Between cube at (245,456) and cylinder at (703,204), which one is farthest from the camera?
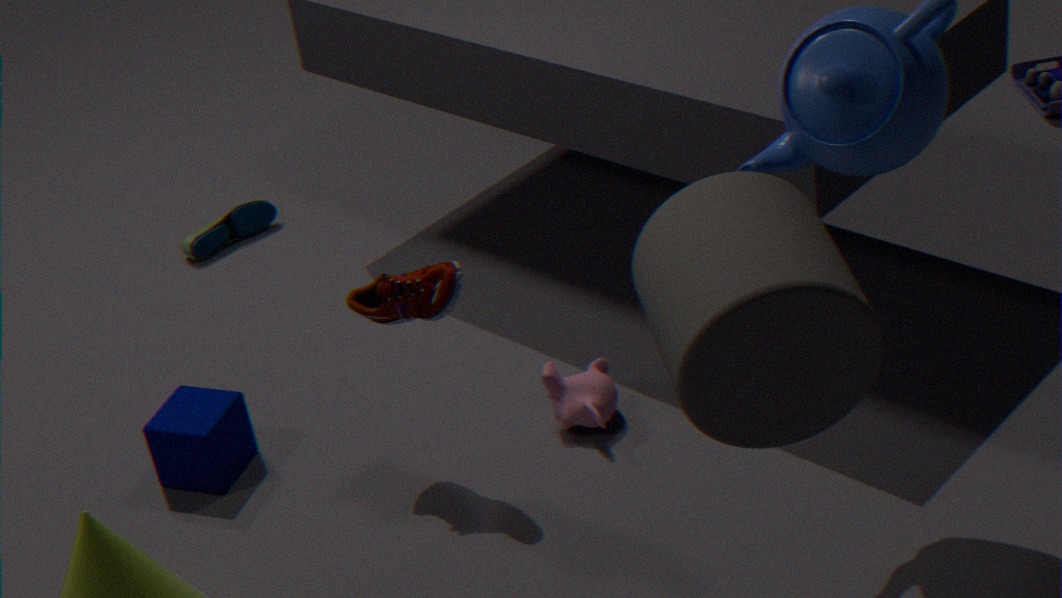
cube at (245,456)
